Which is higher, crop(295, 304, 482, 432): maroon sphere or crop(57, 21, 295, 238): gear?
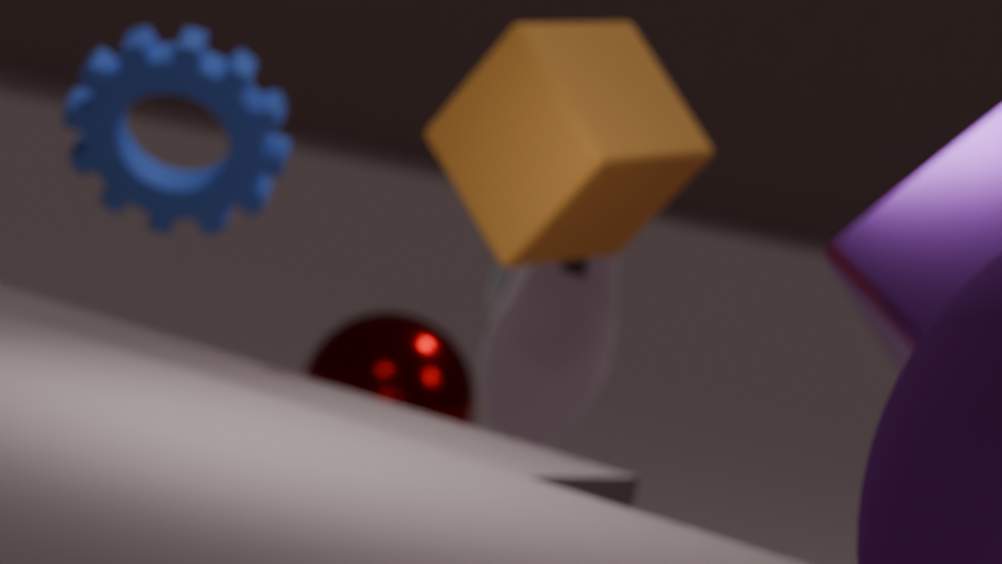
crop(57, 21, 295, 238): gear
